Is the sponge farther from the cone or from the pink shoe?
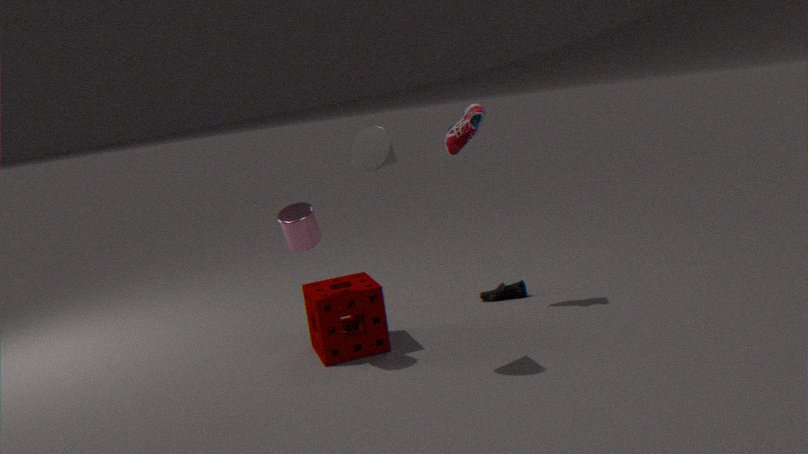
the pink shoe
